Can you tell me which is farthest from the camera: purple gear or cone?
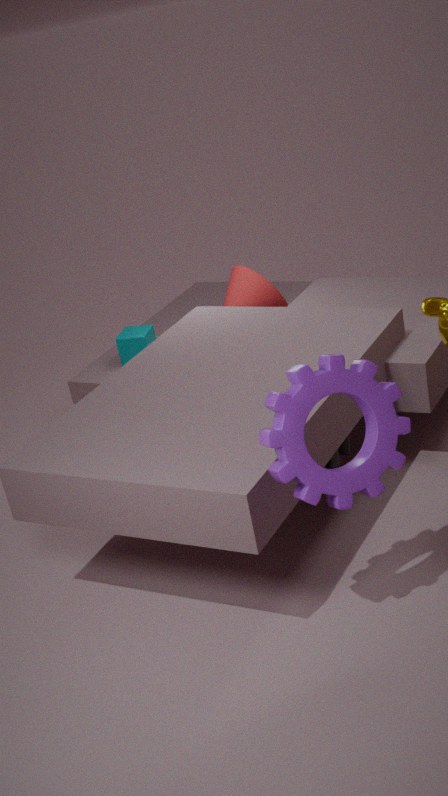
cone
